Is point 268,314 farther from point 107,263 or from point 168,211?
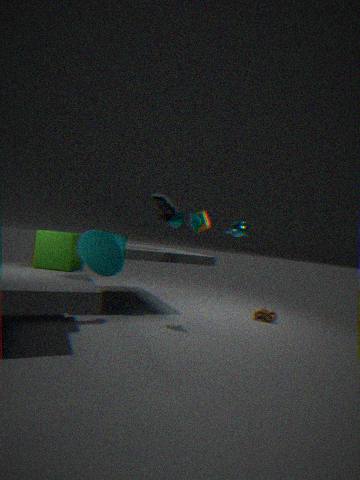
point 107,263
